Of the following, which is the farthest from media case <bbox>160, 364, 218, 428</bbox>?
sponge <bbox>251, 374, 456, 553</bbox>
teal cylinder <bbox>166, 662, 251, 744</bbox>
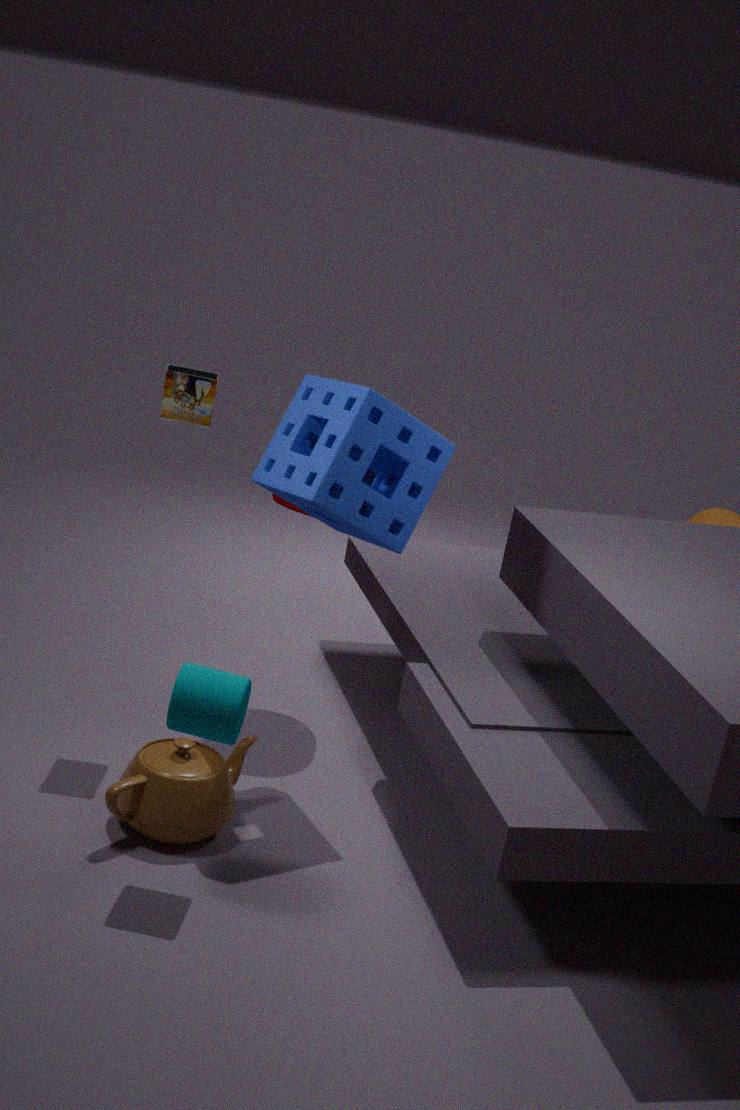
teal cylinder <bbox>166, 662, 251, 744</bbox>
